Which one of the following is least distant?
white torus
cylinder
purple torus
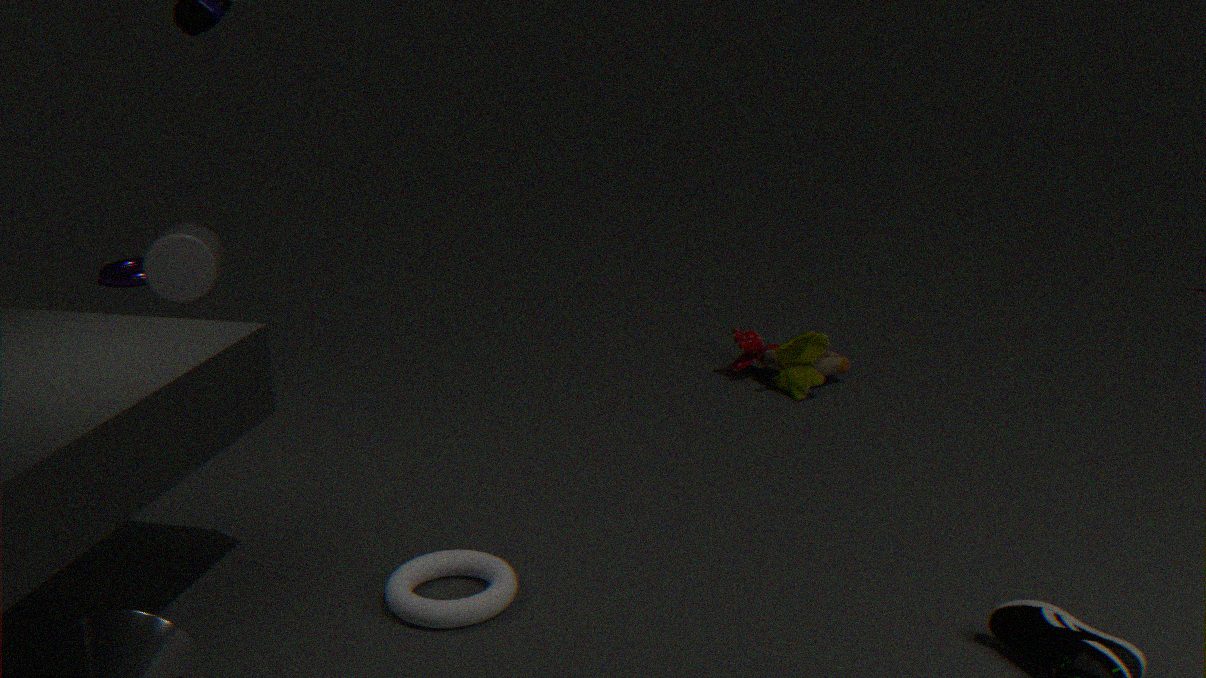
white torus
